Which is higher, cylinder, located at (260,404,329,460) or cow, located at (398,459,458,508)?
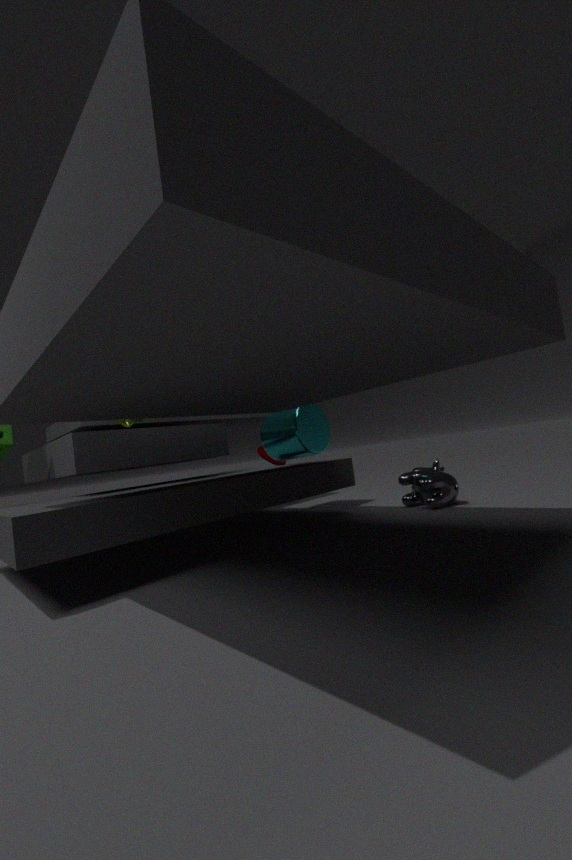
cylinder, located at (260,404,329,460)
